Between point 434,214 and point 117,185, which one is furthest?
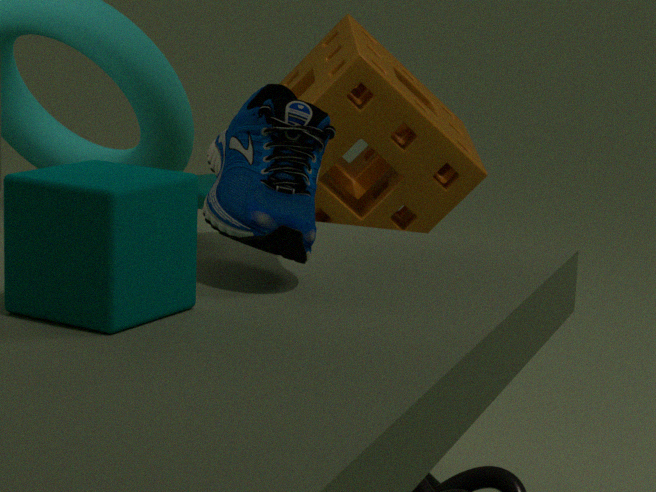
point 434,214
